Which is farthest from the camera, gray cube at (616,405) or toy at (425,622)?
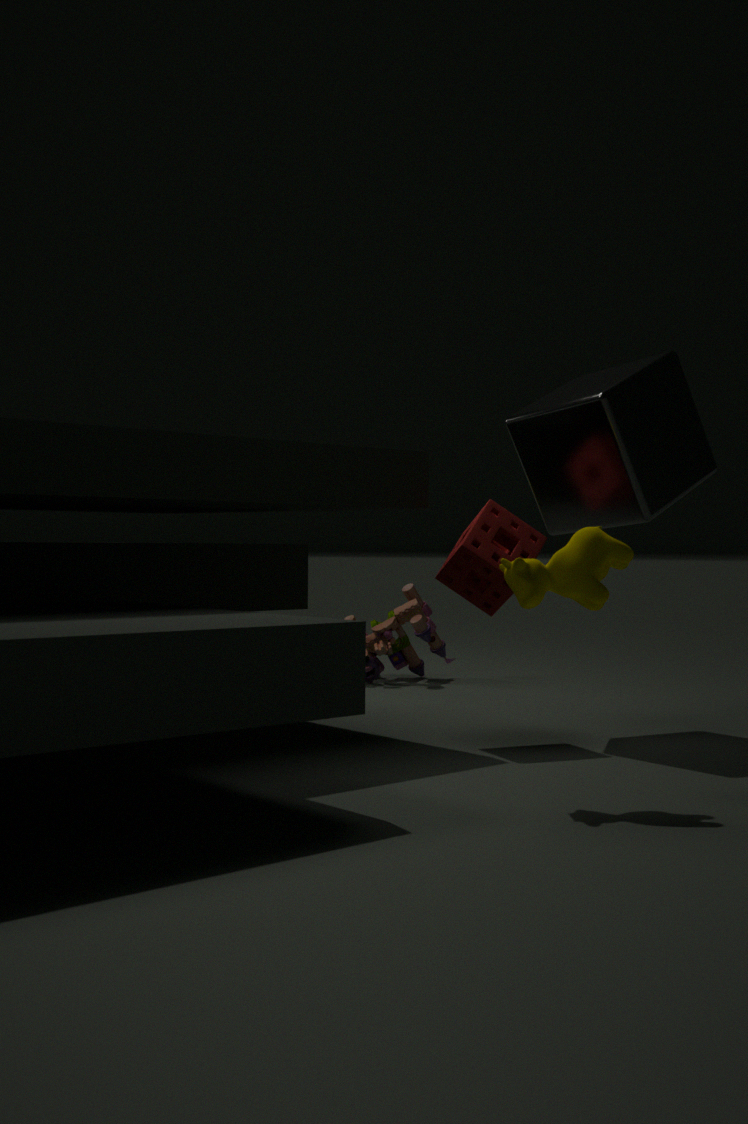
toy at (425,622)
